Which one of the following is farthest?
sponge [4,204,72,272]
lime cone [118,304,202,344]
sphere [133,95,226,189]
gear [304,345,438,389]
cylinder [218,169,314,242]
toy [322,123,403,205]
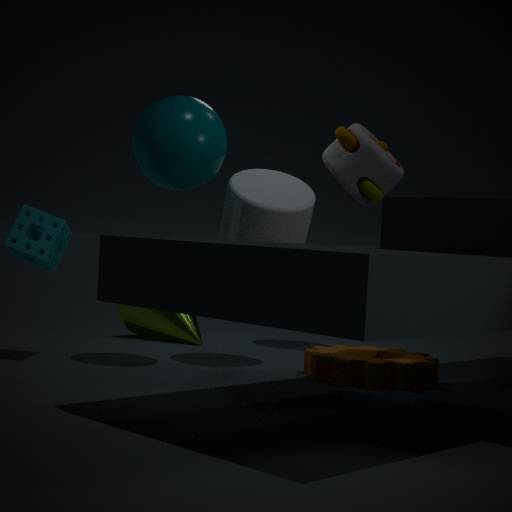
lime cone [118,304,202,344]
